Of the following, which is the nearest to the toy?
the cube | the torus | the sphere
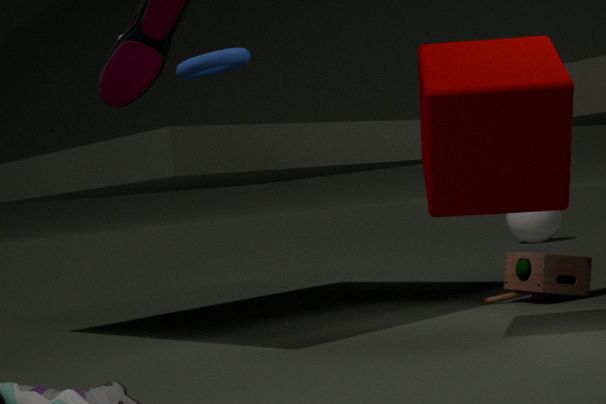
the cube
